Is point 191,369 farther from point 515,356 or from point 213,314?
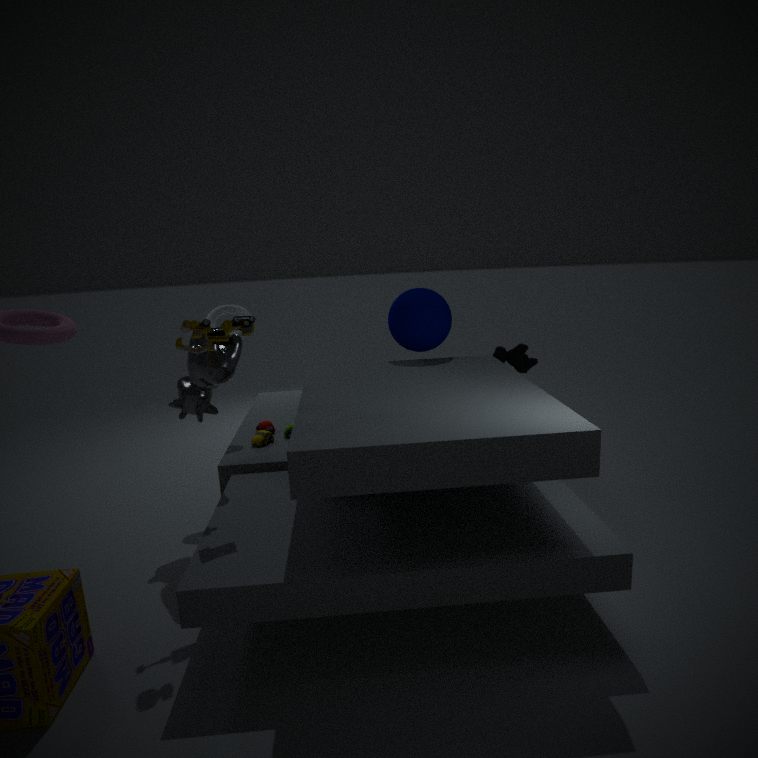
point 515,356
